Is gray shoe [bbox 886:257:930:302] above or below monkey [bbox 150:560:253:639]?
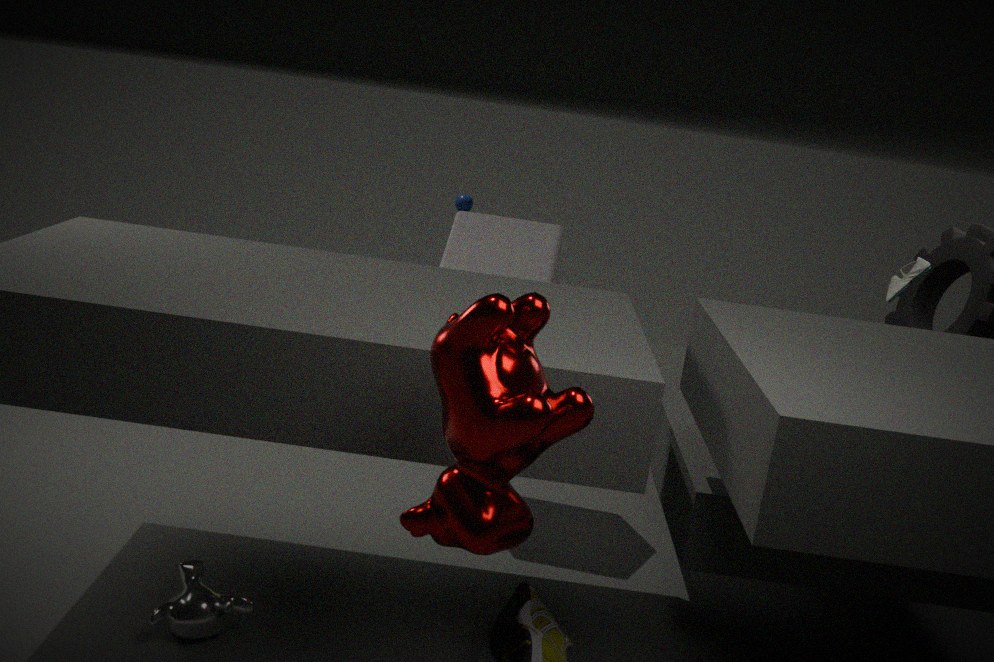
above
